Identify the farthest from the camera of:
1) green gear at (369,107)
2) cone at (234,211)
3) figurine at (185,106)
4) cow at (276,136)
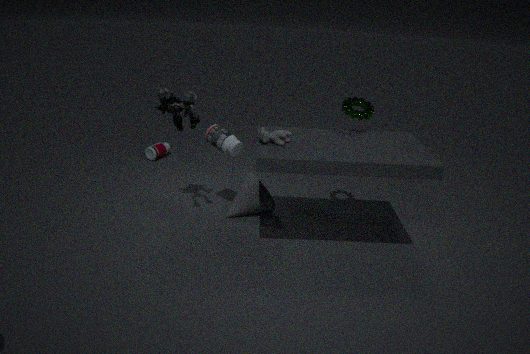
2. cone at (234,211)
